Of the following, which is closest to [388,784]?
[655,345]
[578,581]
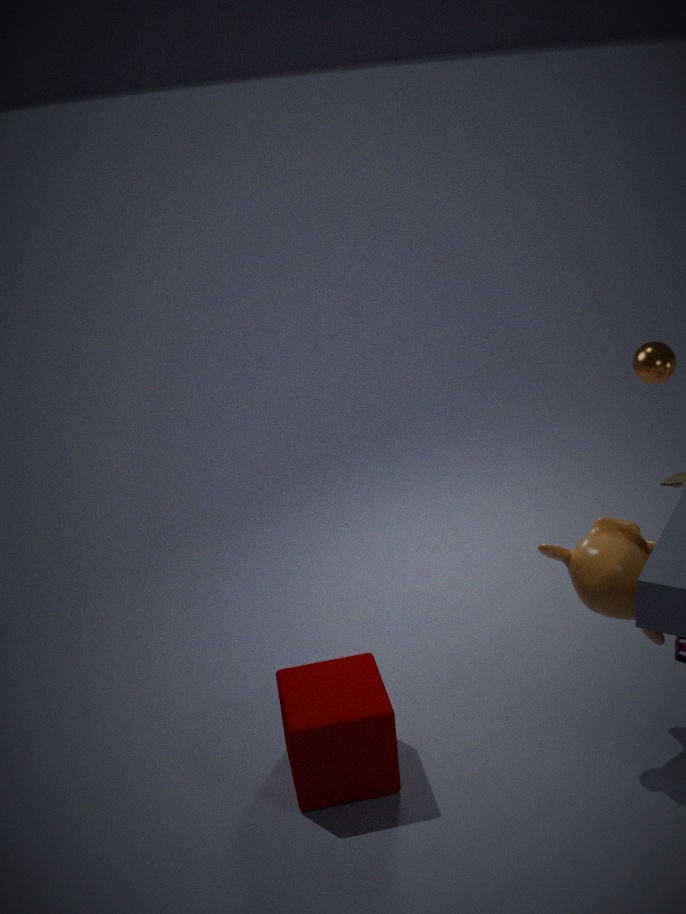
[578,581]
